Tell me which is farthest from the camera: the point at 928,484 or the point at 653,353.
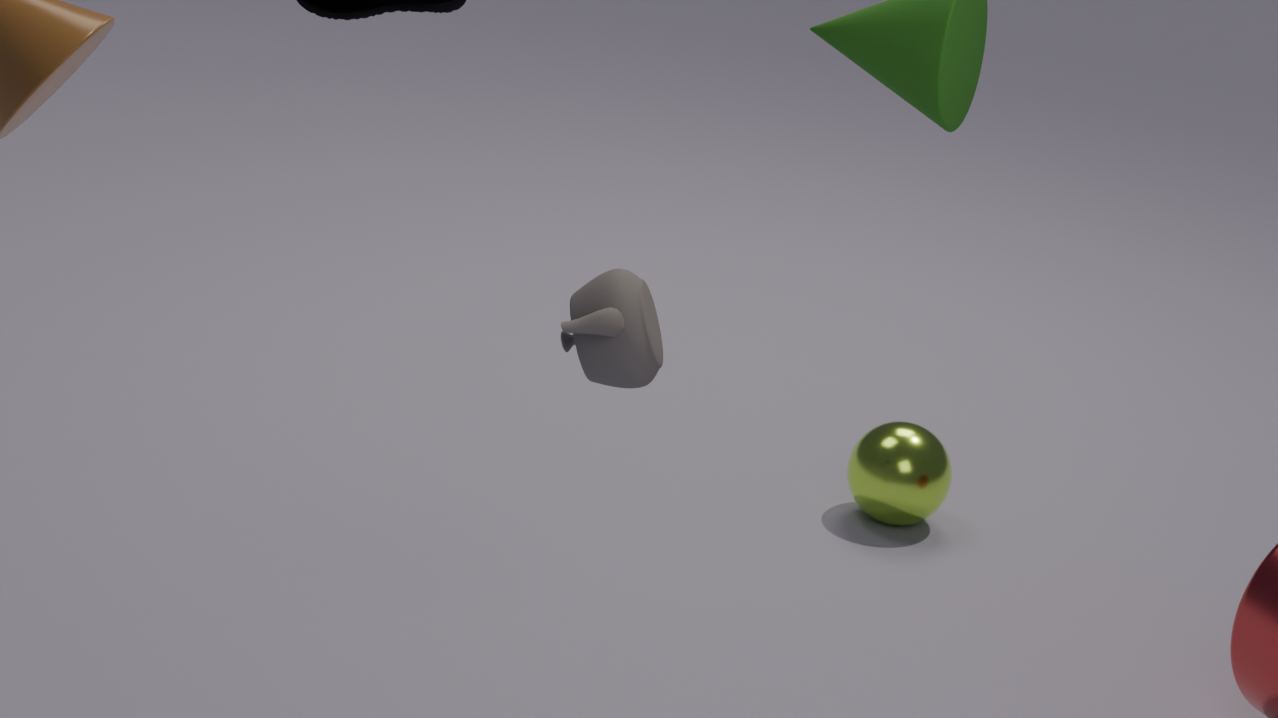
the point at 928,484
